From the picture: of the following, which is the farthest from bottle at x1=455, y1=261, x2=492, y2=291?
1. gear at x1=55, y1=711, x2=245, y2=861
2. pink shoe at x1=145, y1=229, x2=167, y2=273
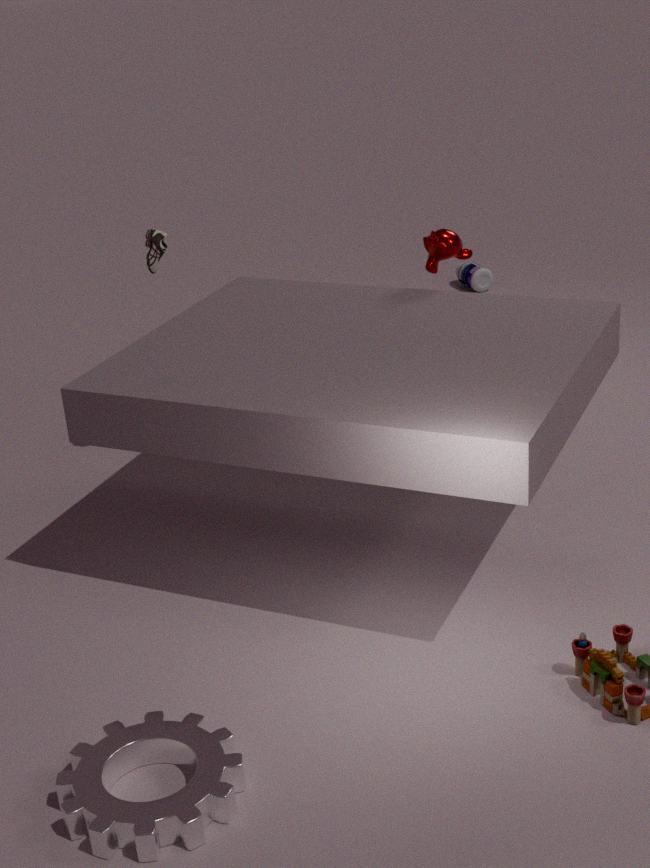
gear at x1=55, y1=711, x2=245, y2=861
